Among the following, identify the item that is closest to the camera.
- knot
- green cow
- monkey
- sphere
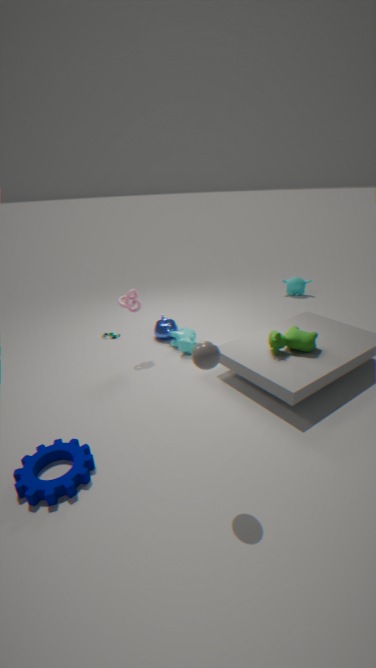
sphere
